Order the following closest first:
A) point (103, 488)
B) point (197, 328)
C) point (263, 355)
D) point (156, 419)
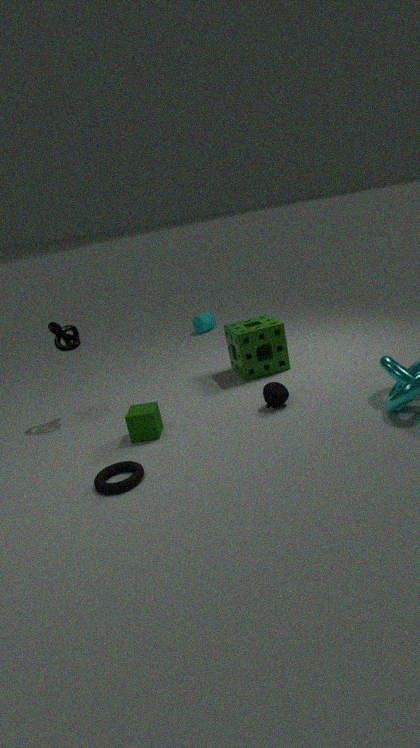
1. point (103, 488)
2. point (156, 419)
3. point (263, 355)
4. point (197, 328)
